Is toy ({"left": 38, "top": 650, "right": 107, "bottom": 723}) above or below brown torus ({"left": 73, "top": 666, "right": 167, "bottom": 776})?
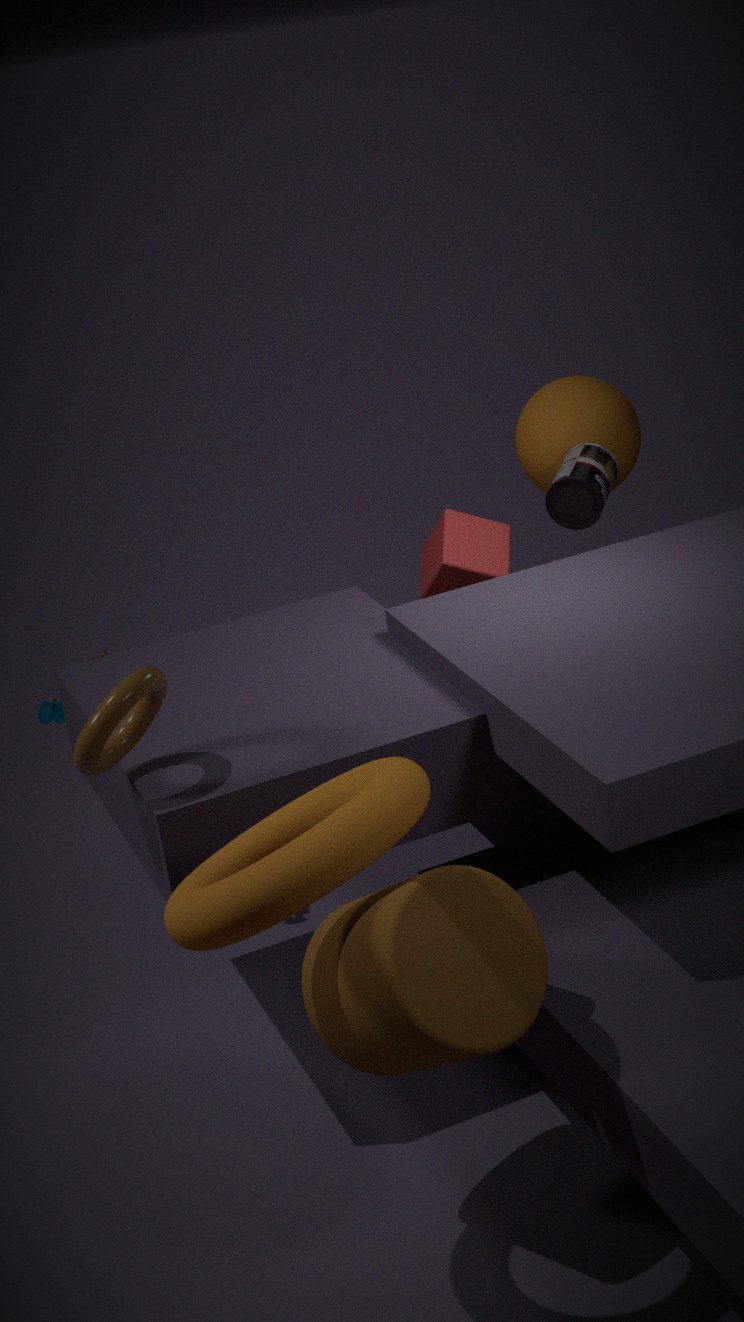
below
